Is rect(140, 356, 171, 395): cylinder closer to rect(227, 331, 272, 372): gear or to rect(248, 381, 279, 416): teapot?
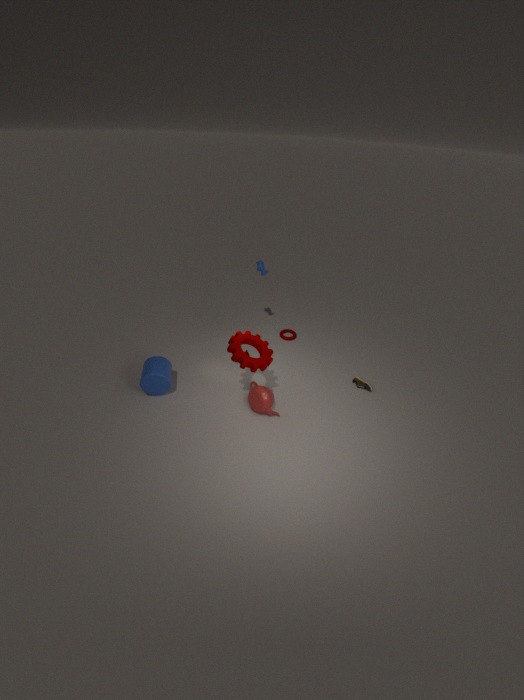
rect(227, 331, 272, 372): gear
